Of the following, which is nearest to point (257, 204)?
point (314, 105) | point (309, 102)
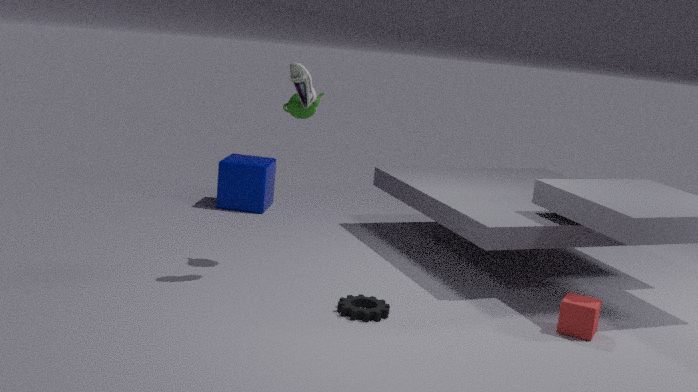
point (314, 105)
